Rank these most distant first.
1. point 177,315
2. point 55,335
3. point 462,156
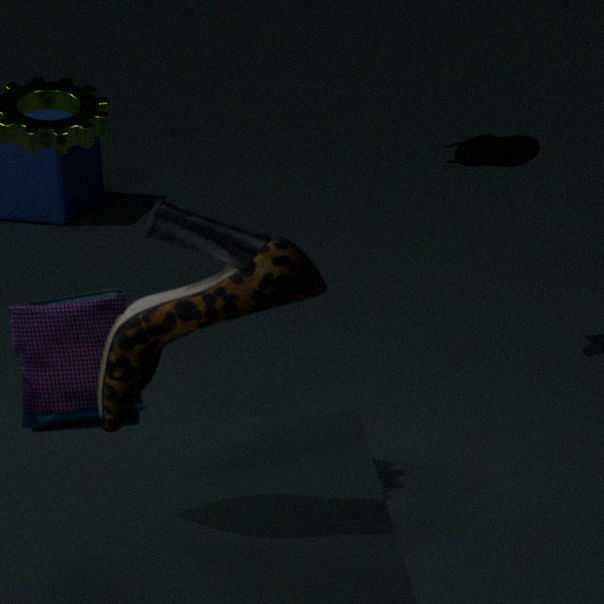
point 462,156, point 55,335, point 177,315
